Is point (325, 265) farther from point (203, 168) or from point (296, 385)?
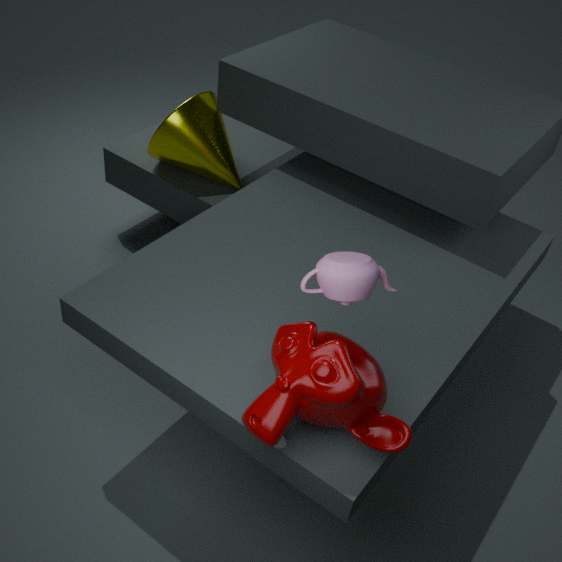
point (203, 168)
